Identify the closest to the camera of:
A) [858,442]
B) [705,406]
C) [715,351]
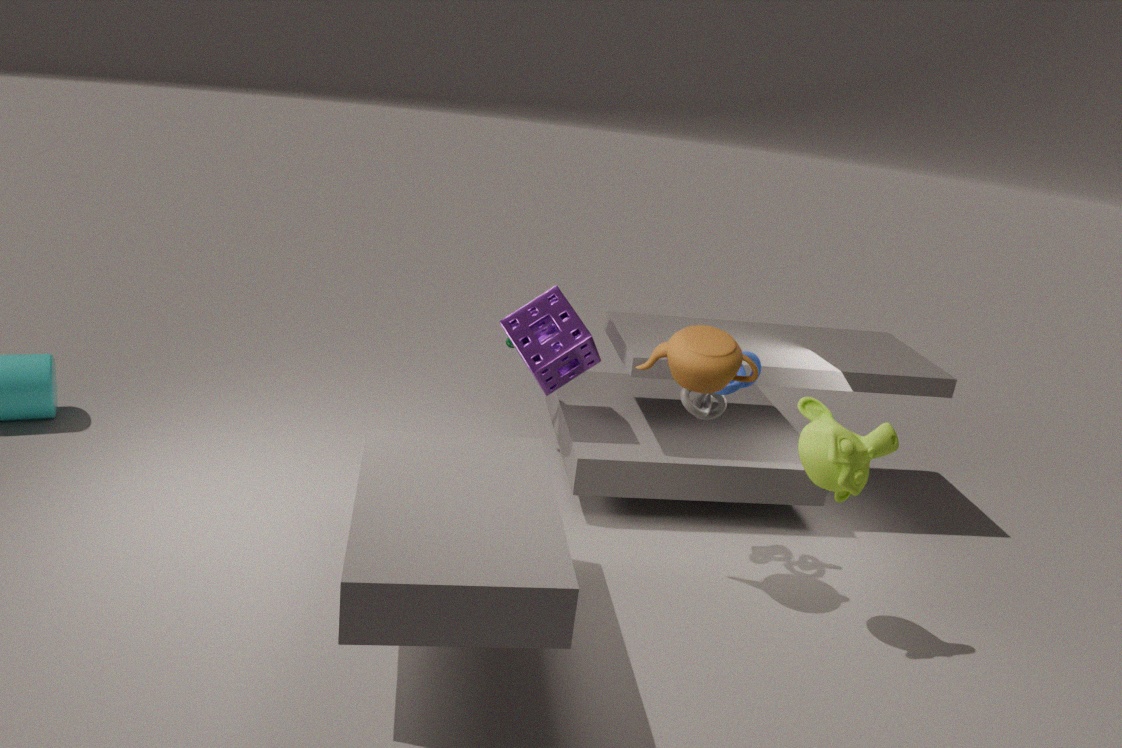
[858,442]
